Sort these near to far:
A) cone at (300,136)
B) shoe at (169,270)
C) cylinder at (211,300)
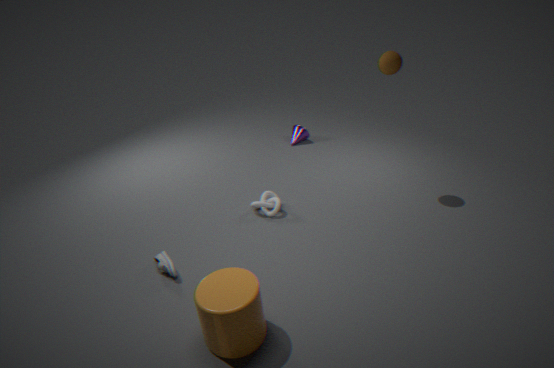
cylinder at (211,300) < shoe at (169,270) < cone at (300,136)
